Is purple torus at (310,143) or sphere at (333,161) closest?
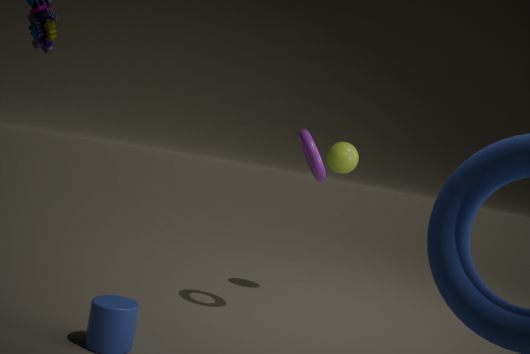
purple torus at (310,143)
